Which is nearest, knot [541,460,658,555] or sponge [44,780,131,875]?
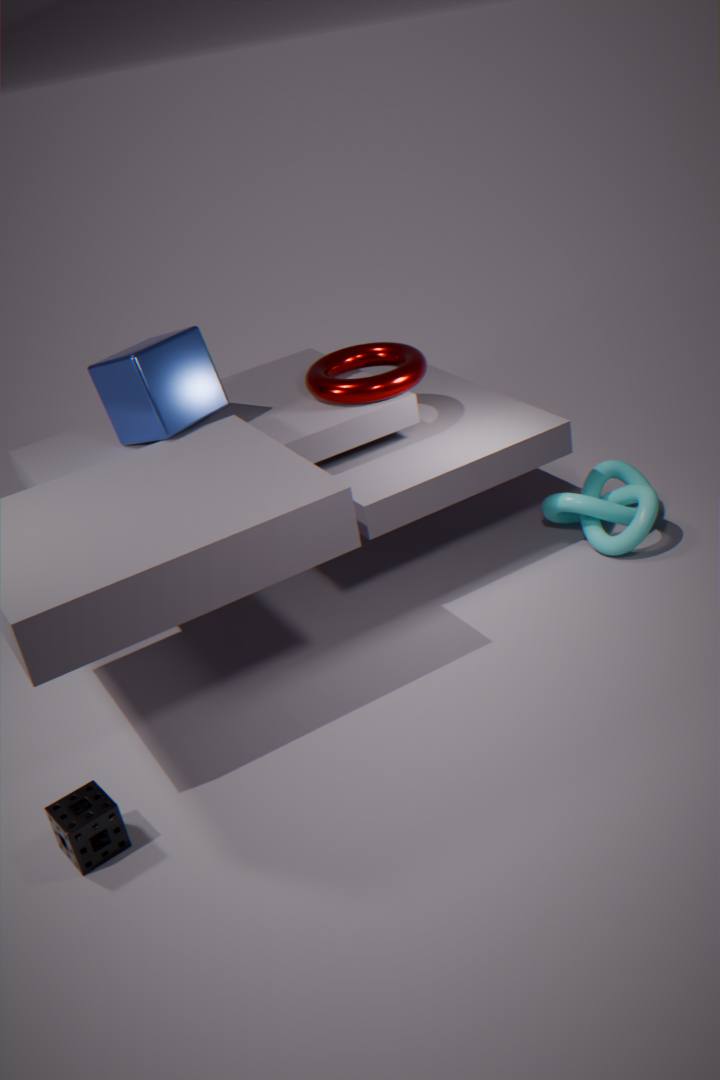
sponge [44,780,131,875]
